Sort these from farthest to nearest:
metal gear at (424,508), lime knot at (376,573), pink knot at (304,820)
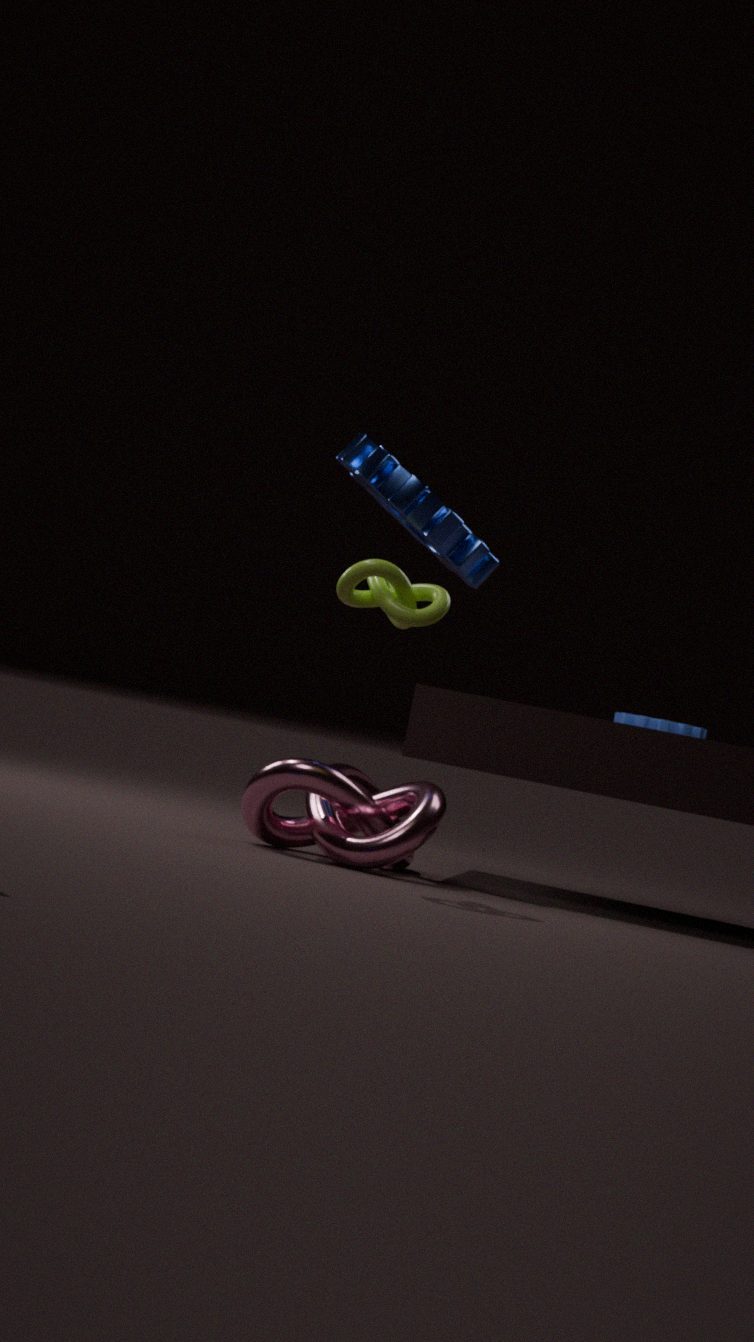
metal gear at (424,508) < pink knot at (304,820) < lime knot at (376,573)
